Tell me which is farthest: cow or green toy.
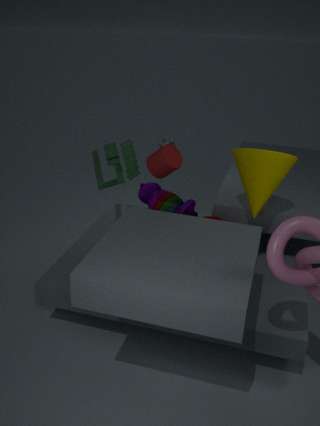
cow
